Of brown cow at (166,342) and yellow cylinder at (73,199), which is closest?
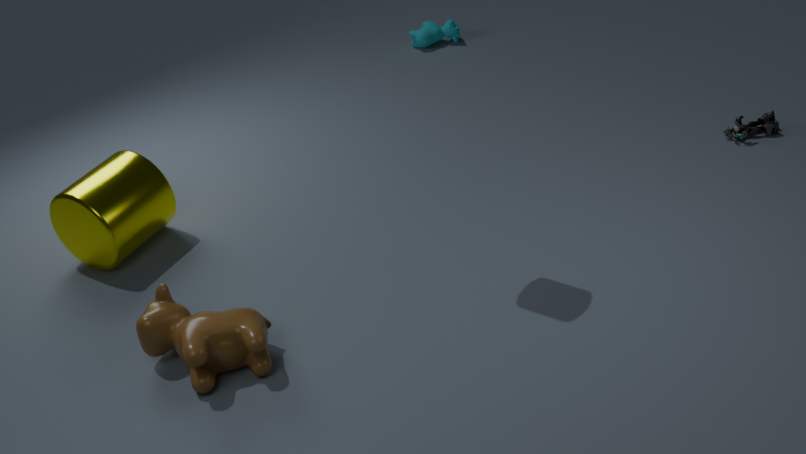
brown cow at (166,342)
